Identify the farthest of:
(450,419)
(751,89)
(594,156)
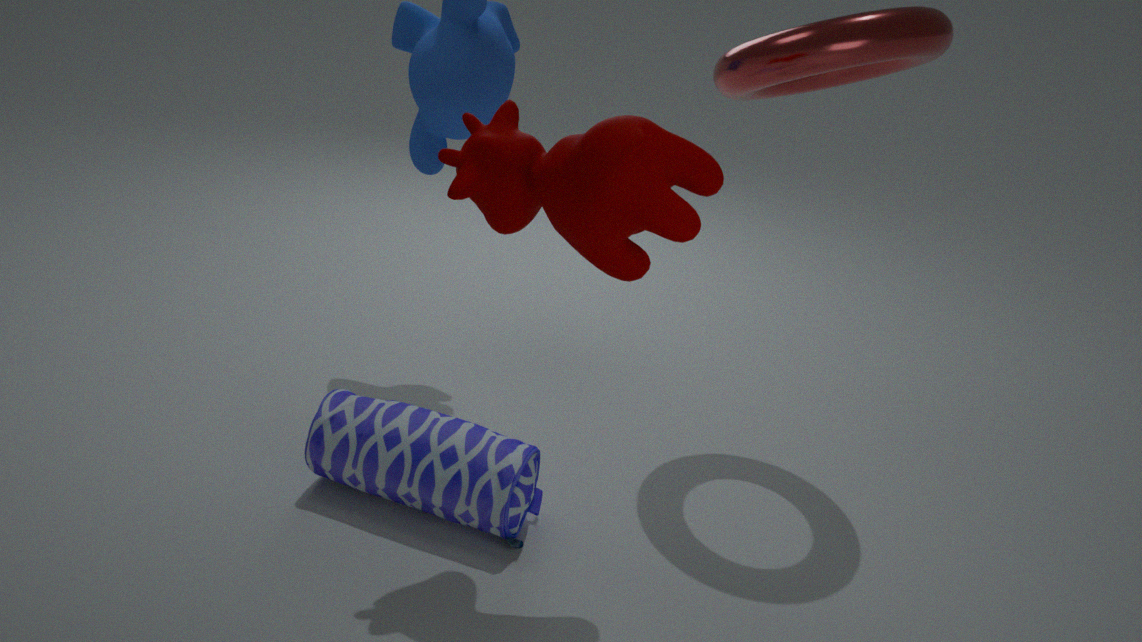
(751,89)
